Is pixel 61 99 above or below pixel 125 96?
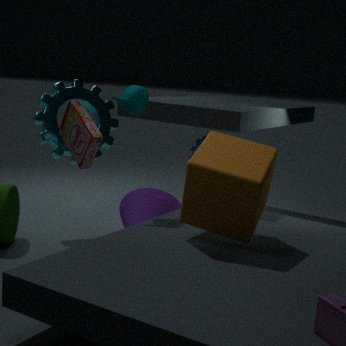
below
